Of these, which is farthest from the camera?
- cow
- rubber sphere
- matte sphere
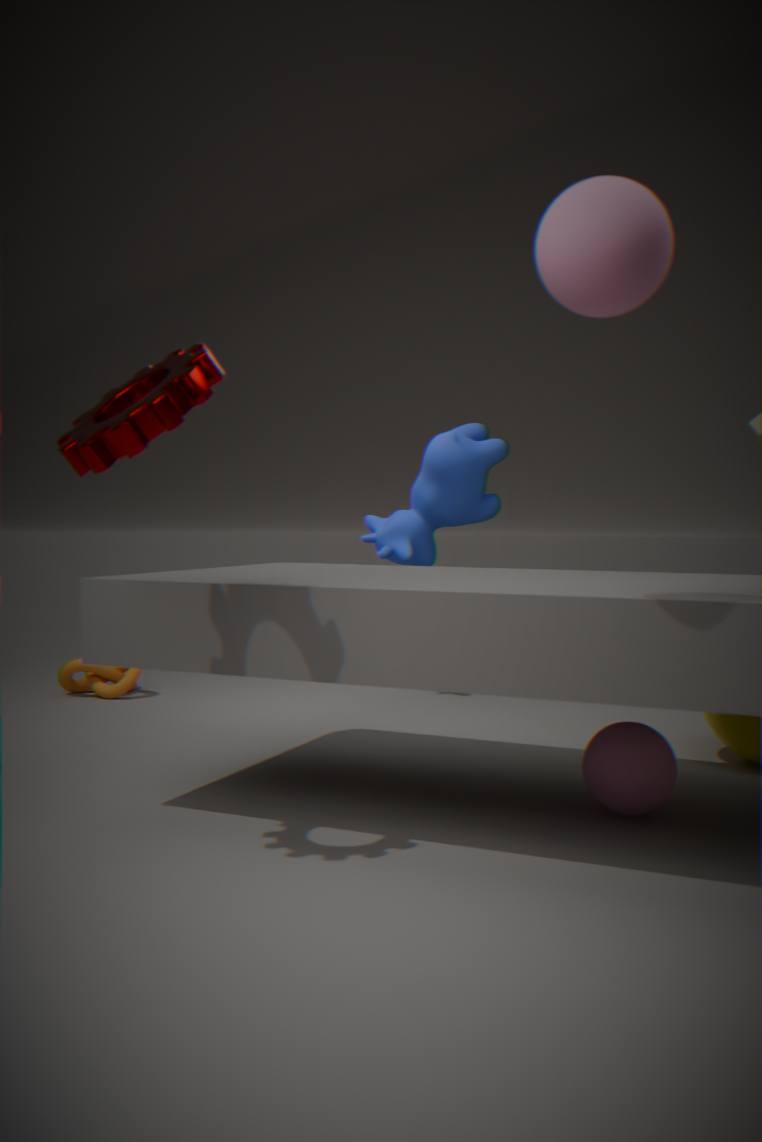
cow
